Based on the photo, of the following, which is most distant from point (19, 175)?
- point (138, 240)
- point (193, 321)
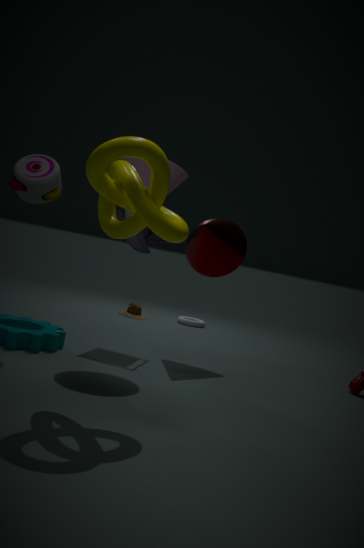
point (193, 321)
